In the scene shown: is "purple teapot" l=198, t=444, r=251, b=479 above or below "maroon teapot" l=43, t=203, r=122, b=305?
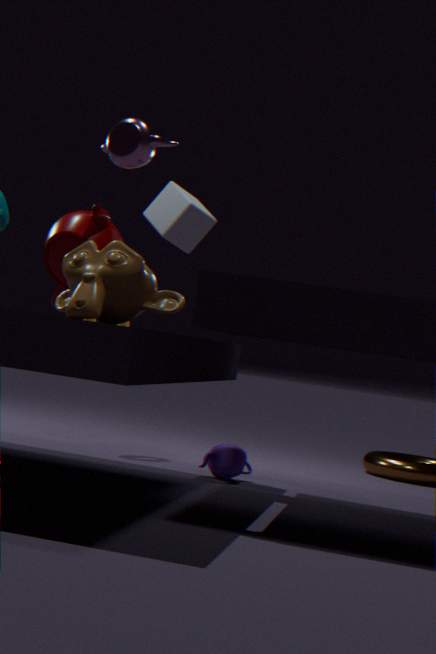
below
